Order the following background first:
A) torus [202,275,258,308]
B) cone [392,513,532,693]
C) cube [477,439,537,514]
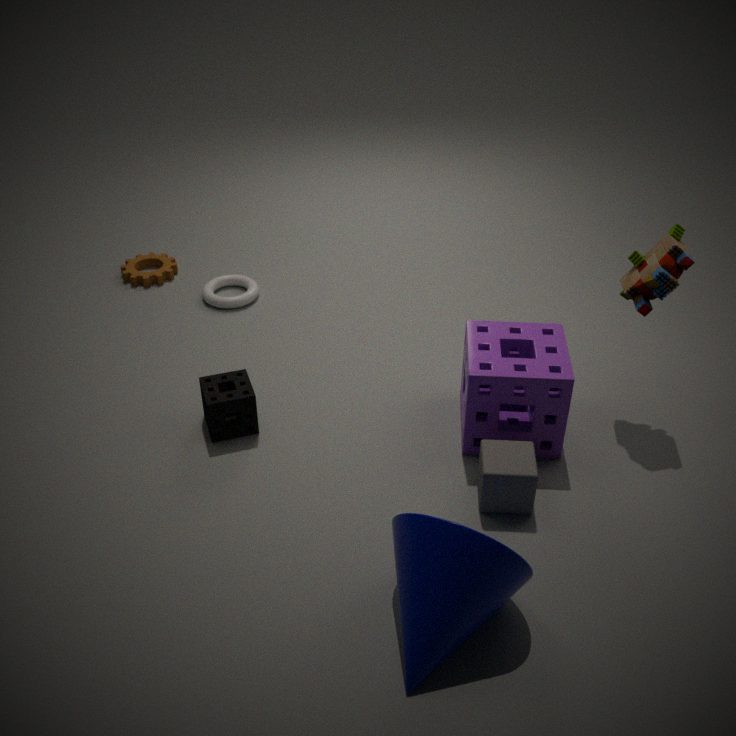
torus [202,275,258,308]
cube [477,439,537,514]
cone [392,513,532,693]
